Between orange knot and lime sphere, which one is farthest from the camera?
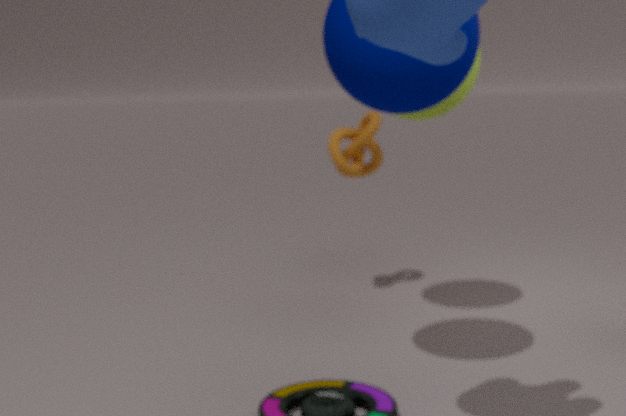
orange knot
